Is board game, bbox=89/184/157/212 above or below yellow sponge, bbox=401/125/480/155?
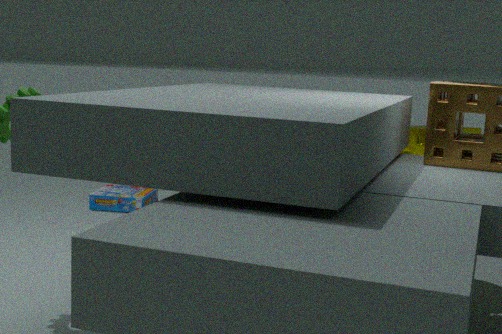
below
